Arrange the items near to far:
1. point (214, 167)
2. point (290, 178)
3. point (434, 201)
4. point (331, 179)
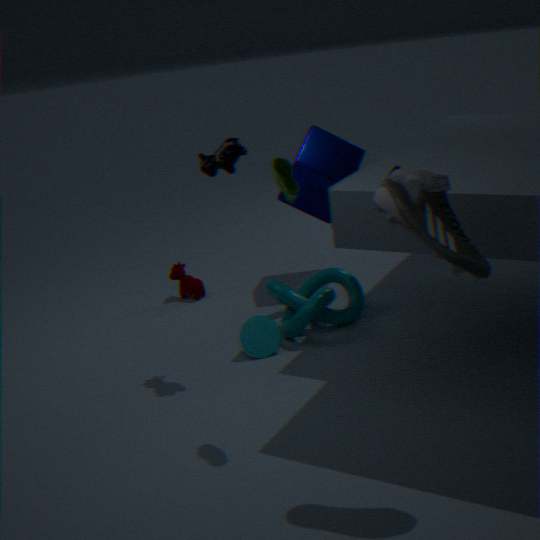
point (434, 201)
point (290, 178)
point (214, 167)
point (331, 179)
